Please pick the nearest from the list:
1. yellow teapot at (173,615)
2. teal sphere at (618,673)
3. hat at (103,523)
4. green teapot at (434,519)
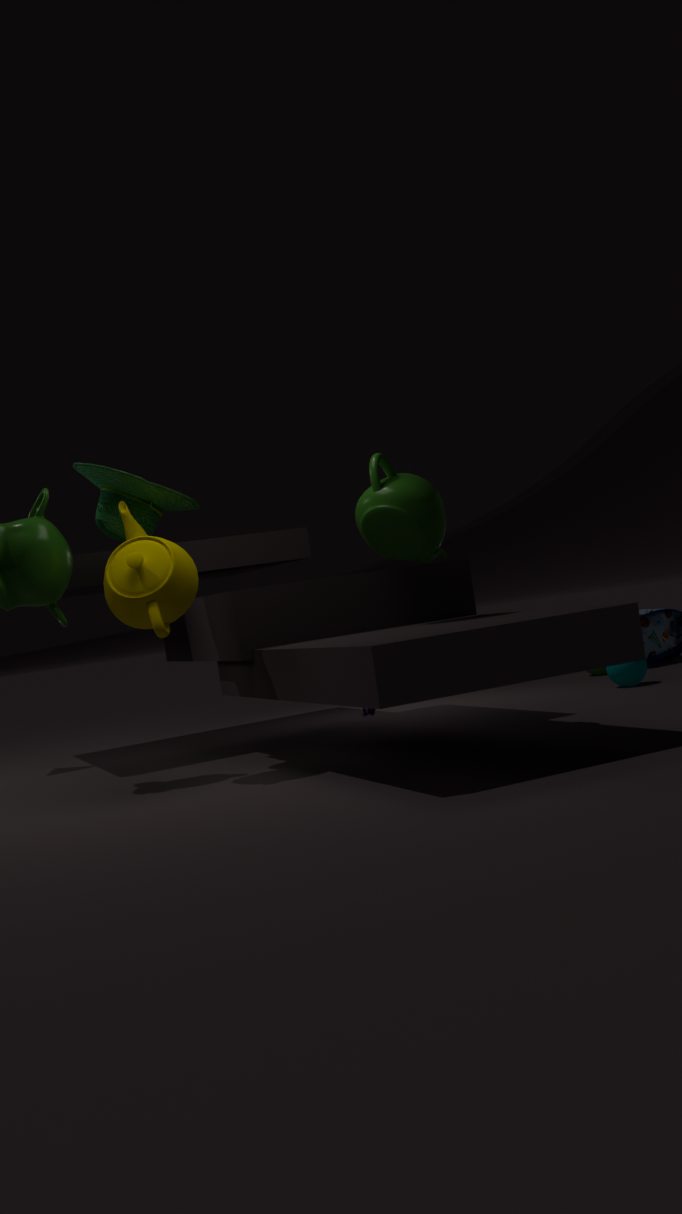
yellow teapot at (173,615)
